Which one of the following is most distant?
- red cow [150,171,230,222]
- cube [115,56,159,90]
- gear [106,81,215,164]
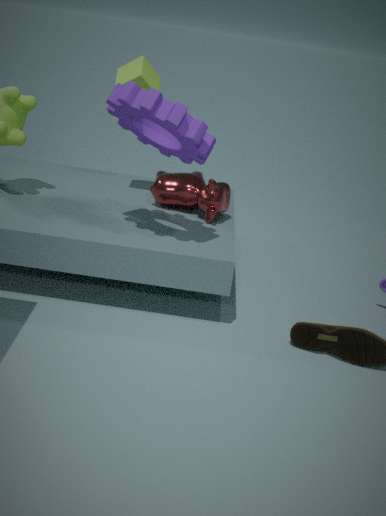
cube [115,56,159,90]
